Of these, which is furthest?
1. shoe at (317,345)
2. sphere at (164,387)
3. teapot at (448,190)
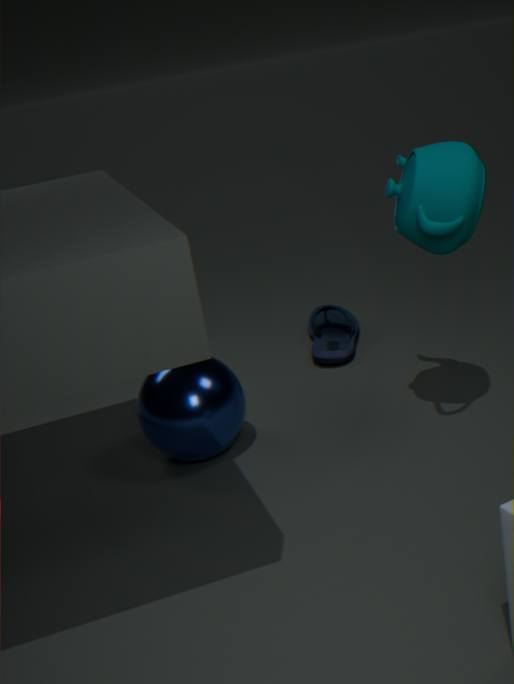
shoe at (317,345)
